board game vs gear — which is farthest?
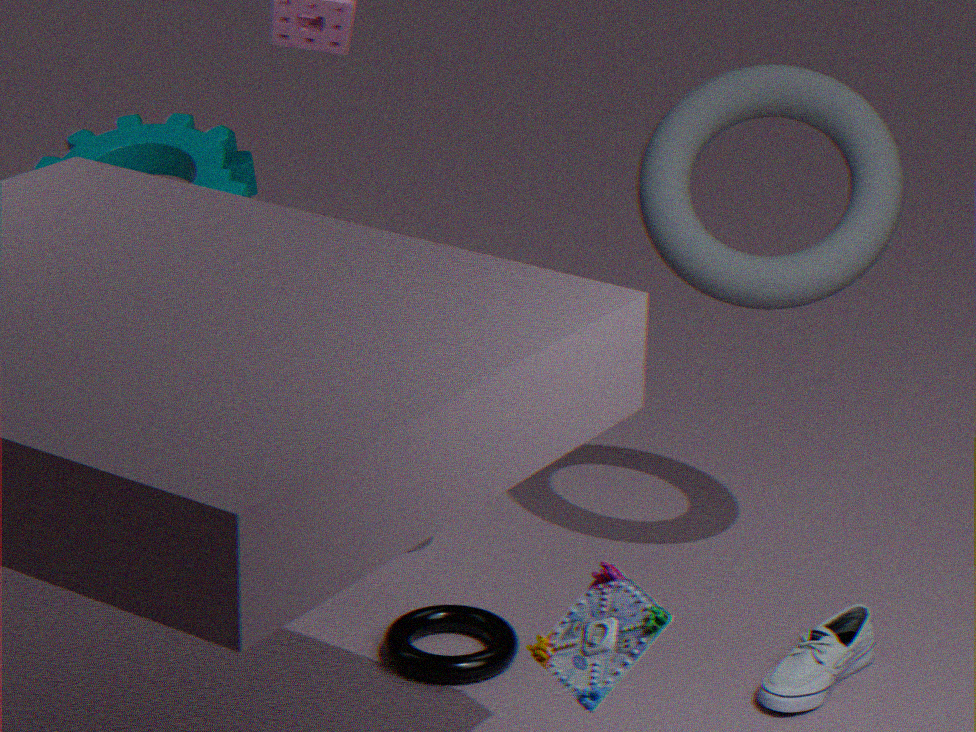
gear
